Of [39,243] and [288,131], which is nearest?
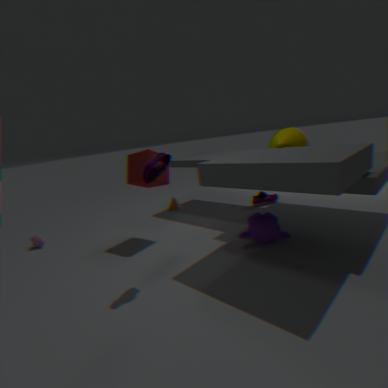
[288,131]
